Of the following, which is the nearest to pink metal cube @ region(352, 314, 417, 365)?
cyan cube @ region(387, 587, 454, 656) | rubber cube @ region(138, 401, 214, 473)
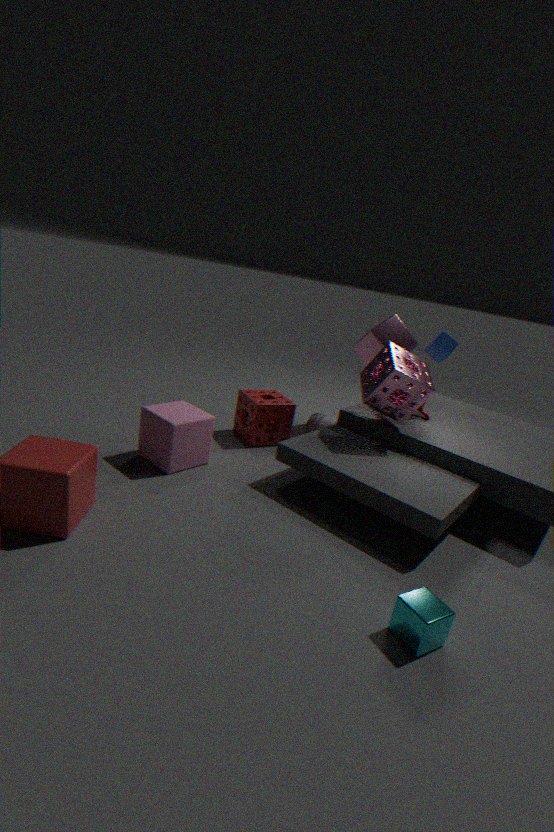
rubber cube @ region(138, 401, 214, 473)
